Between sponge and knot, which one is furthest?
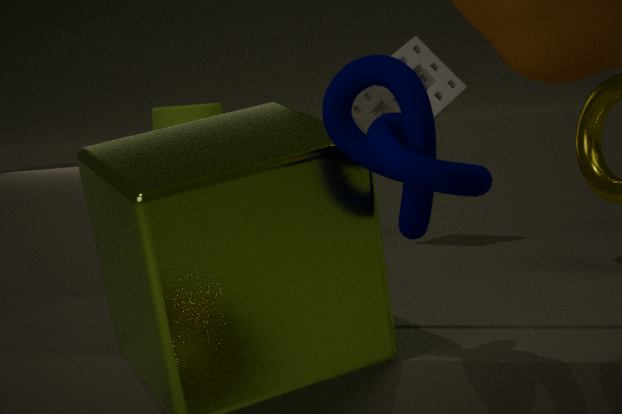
sponge
